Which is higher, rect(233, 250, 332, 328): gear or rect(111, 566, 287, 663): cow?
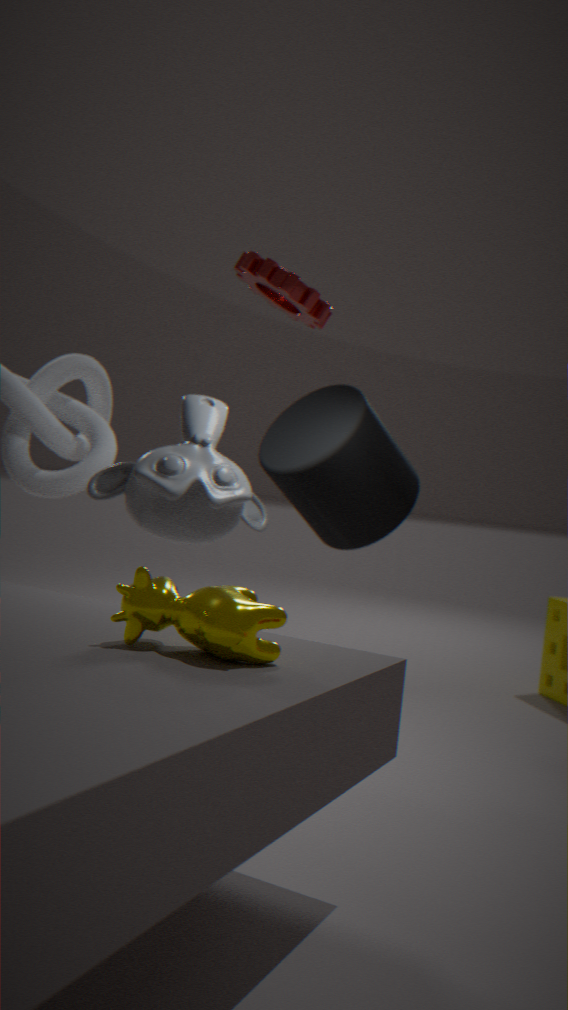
rect(233, 250, 332, 328): gear
